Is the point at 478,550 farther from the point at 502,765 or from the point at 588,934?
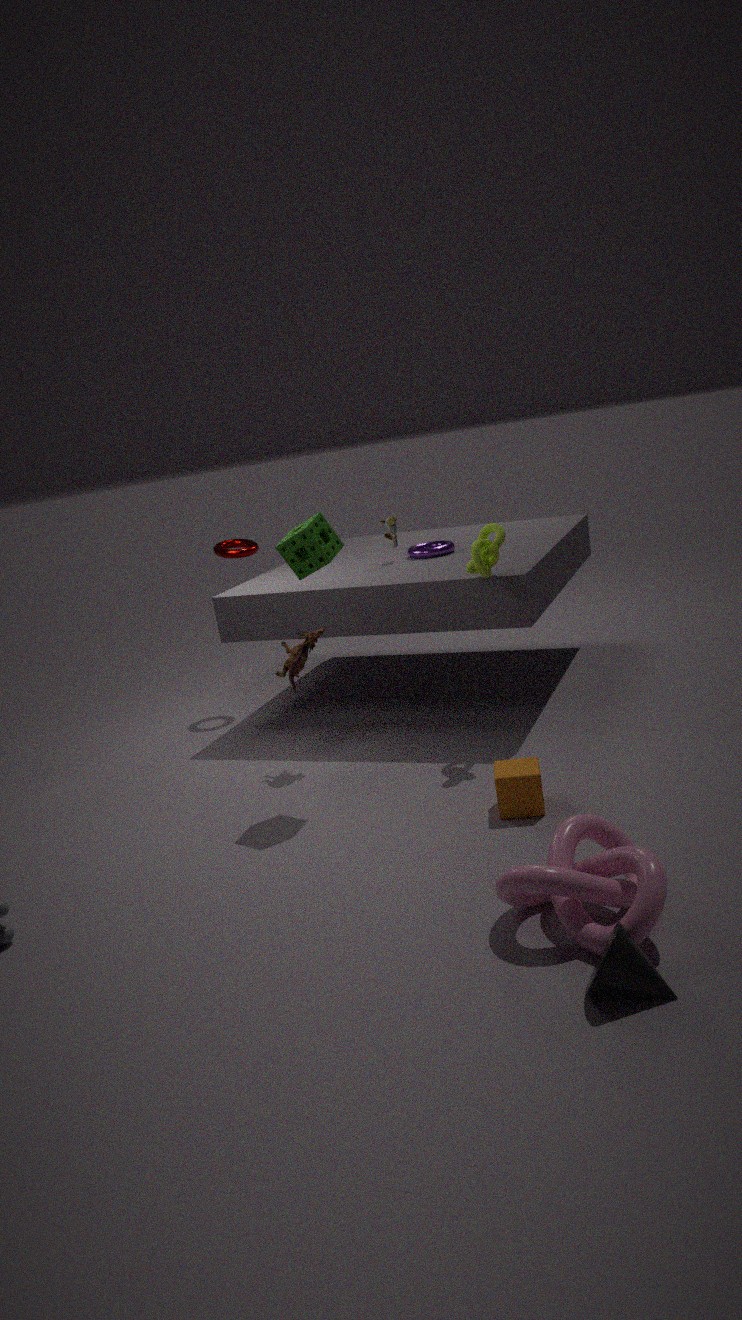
the point at 588,934
